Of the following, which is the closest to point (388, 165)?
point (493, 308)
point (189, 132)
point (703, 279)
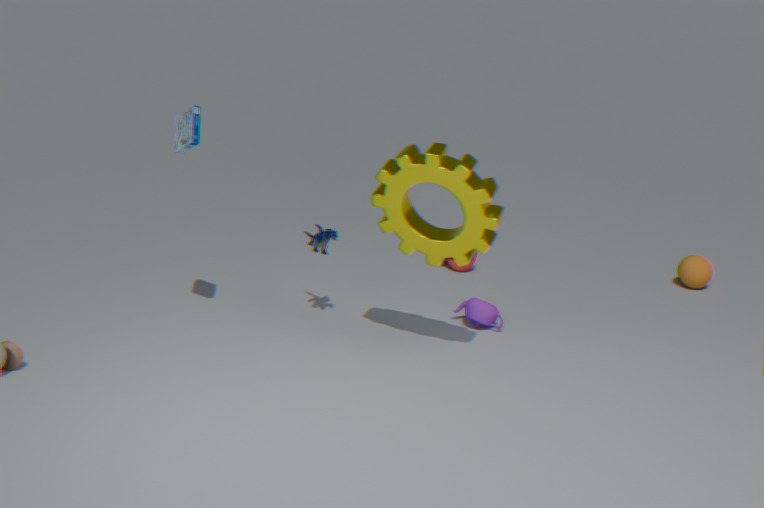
point (493, 308)
